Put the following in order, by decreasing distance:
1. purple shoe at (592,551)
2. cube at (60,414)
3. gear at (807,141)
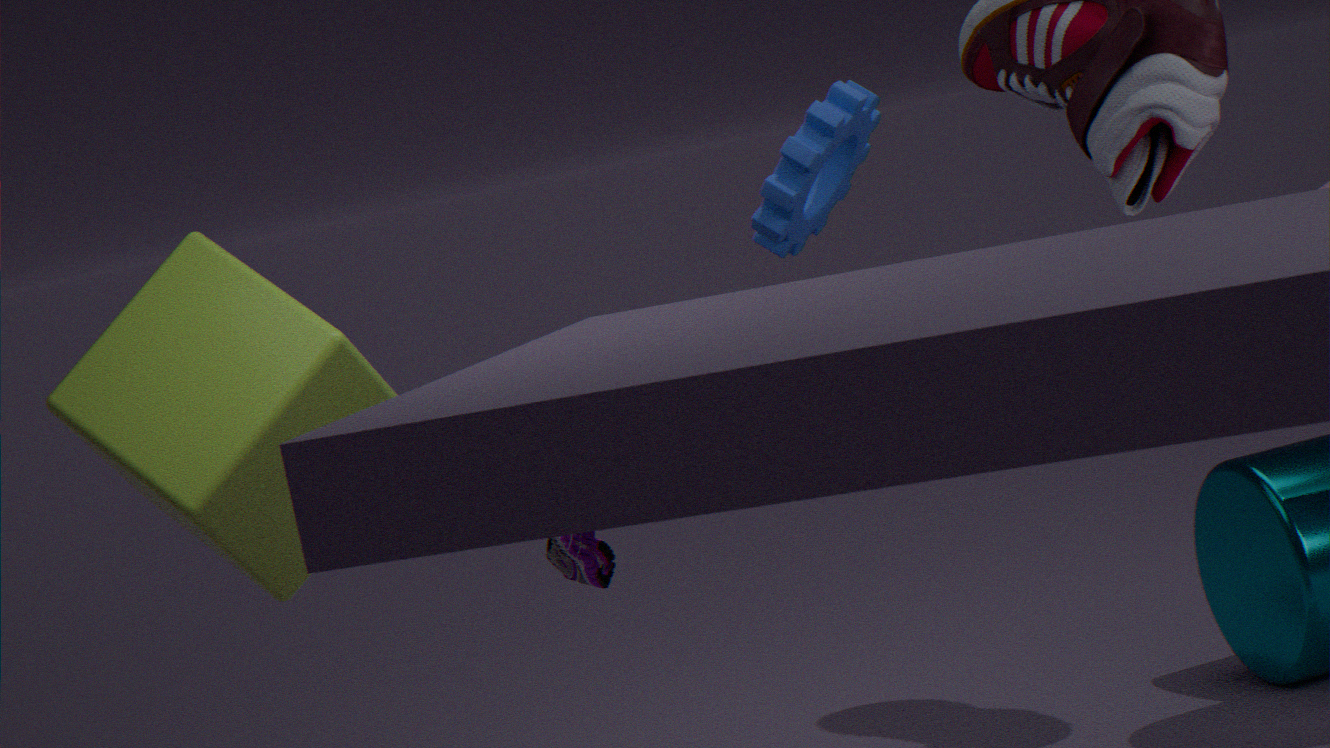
purple shoe at (592,551) < cube at (60,414) < gear at (807,141)
